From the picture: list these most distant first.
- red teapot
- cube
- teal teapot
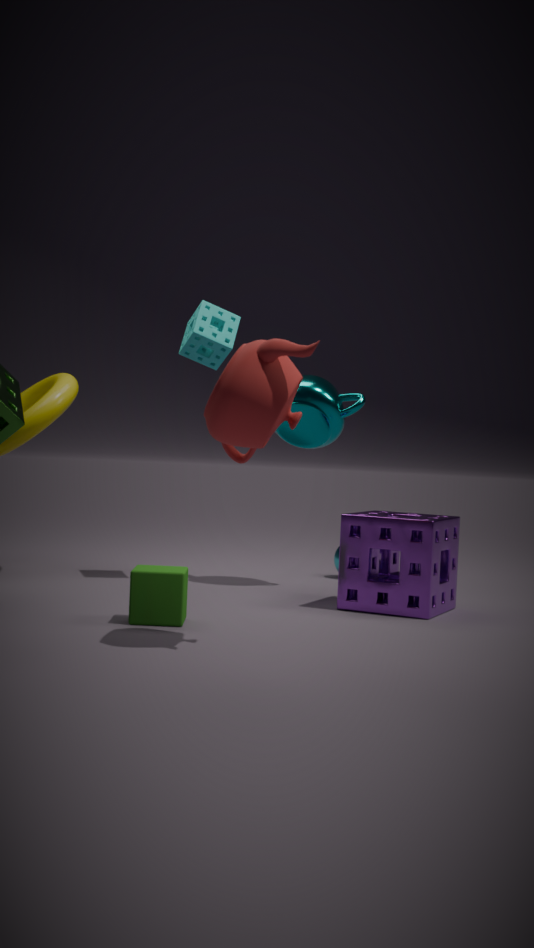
teal teapot
cube
red teapot
